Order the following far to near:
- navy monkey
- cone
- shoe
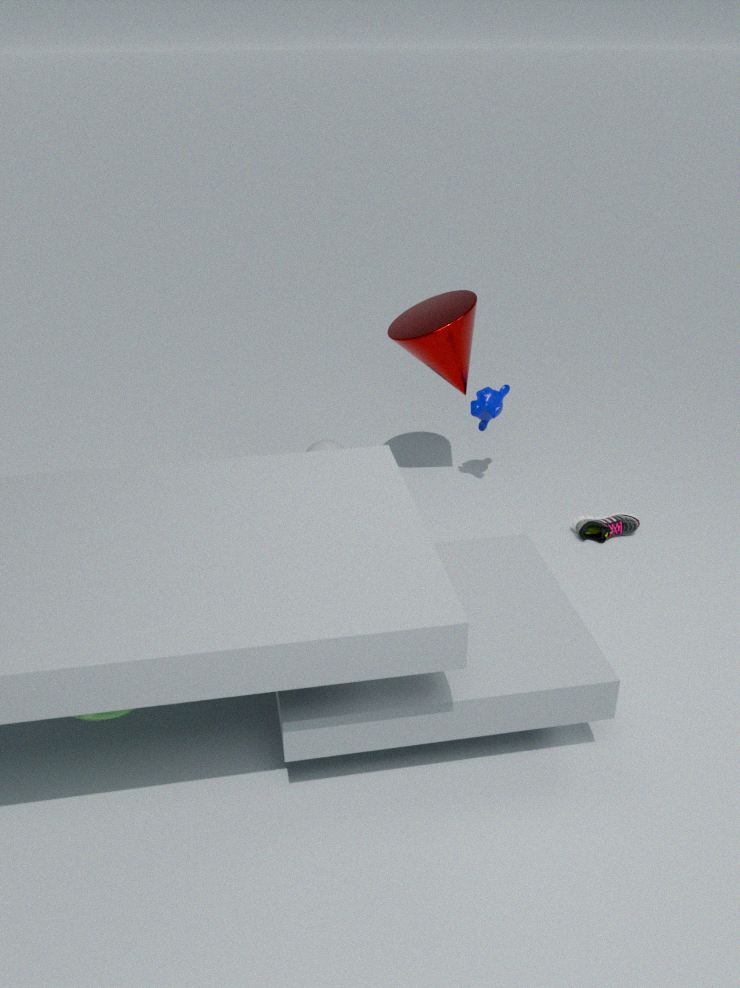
navy monkey, shoe, cone
